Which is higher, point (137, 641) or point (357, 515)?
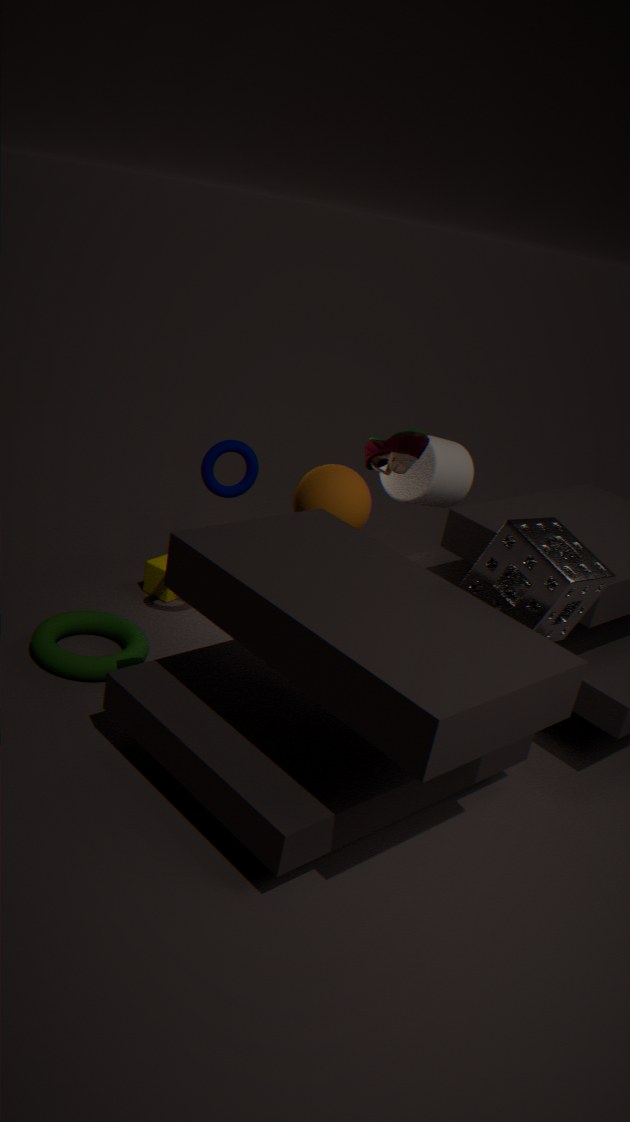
point (357, 515)
